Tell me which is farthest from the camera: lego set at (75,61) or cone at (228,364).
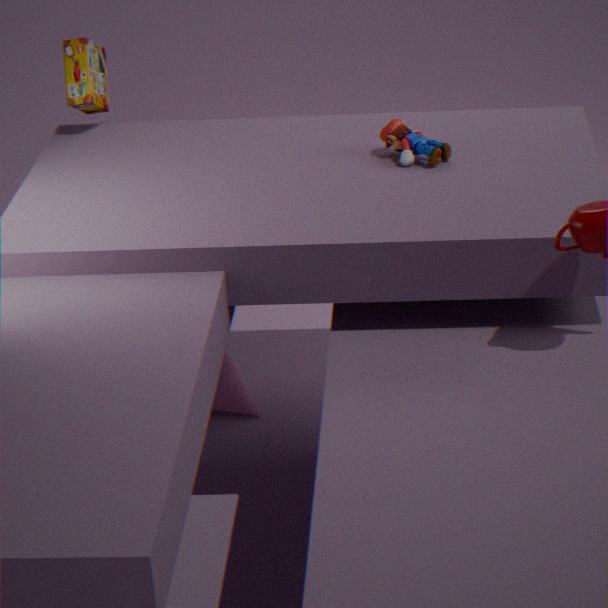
cone at (228,364)
